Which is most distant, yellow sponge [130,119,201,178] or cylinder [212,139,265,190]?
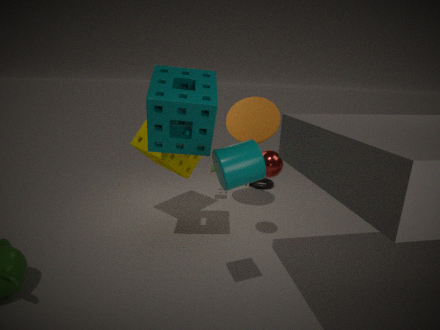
yellow sponge [130,119,201,178]
